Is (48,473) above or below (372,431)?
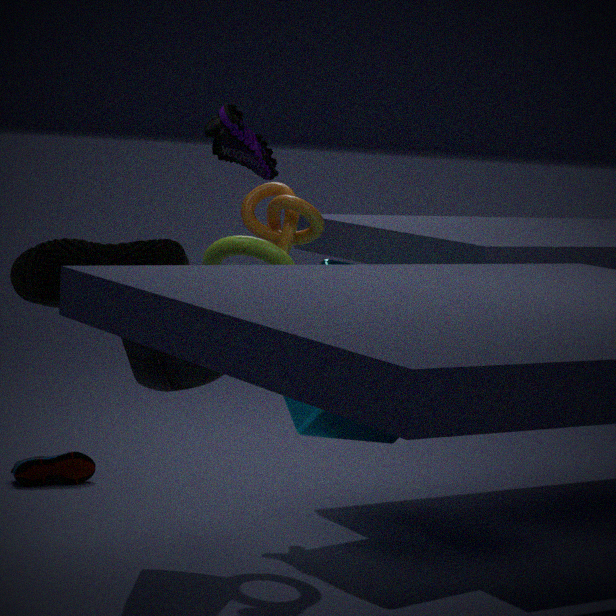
below
